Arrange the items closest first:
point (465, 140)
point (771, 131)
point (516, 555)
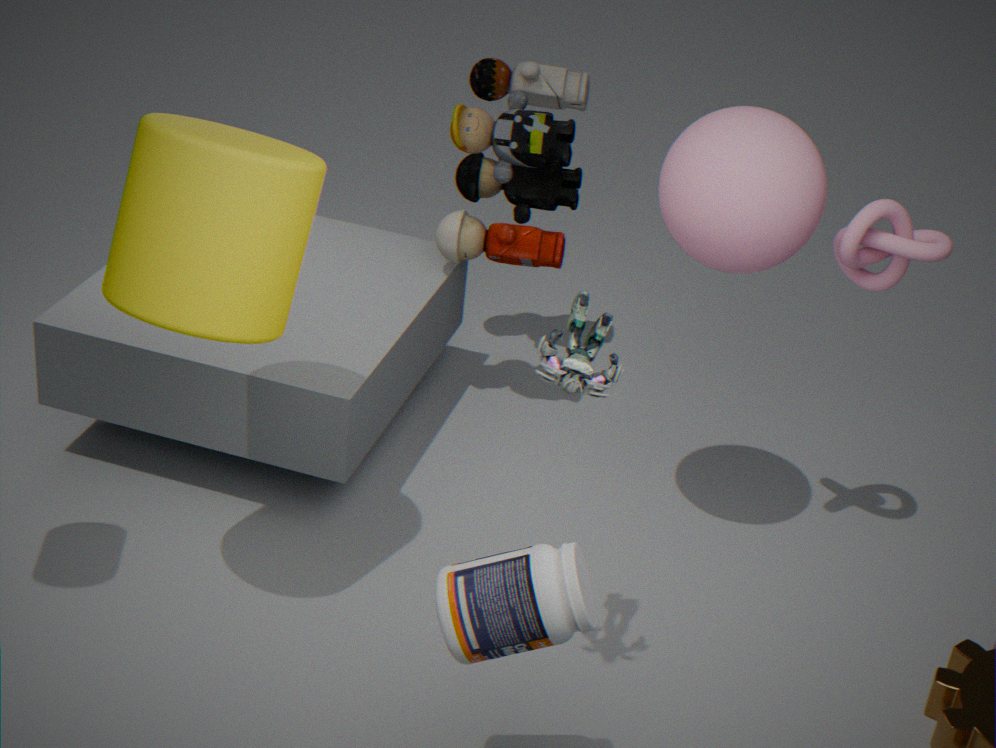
1. point (516, 555)
2. point (771, 131)
3. point (465, 140)
